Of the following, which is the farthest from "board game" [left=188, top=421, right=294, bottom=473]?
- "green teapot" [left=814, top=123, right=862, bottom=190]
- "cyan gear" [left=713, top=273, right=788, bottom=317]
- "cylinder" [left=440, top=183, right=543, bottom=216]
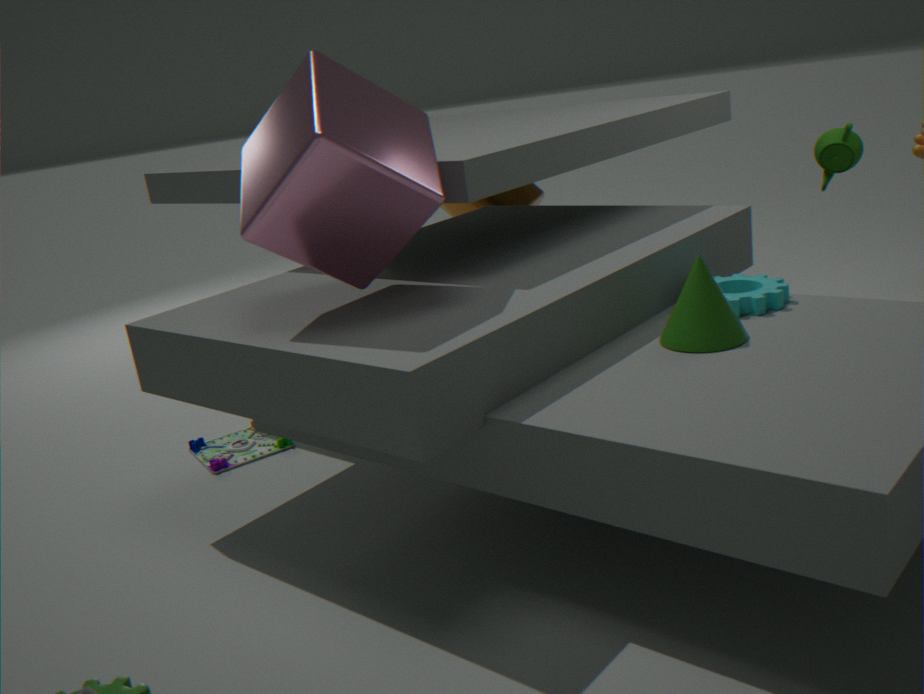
"green teapot" [left=814, top=123, right=862, bottom=190]
